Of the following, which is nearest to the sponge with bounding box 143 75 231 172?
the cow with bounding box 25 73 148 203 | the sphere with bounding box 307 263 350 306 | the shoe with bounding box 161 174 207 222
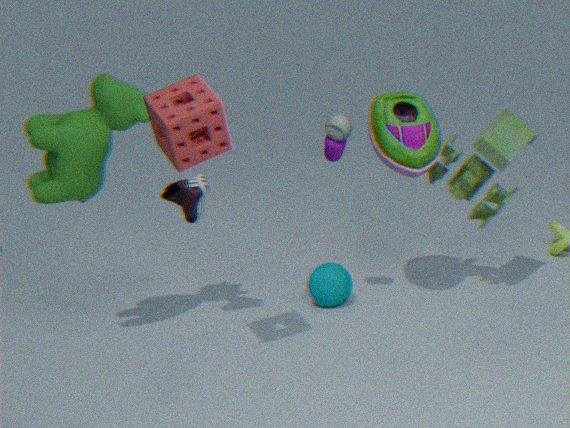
the cow with bounding box 25 73 148 203
